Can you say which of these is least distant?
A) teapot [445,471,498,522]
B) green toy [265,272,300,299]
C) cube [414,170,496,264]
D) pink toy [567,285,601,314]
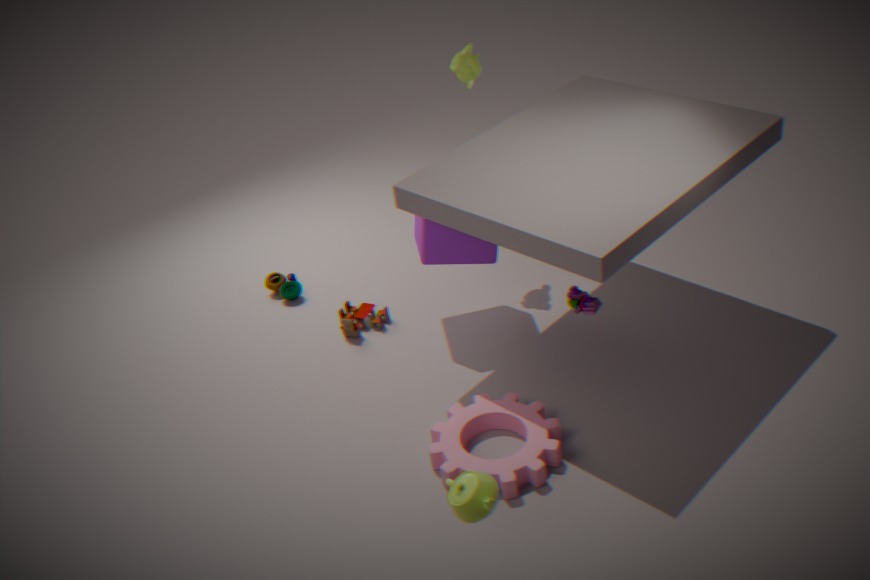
teapot [445,471,498,522]
